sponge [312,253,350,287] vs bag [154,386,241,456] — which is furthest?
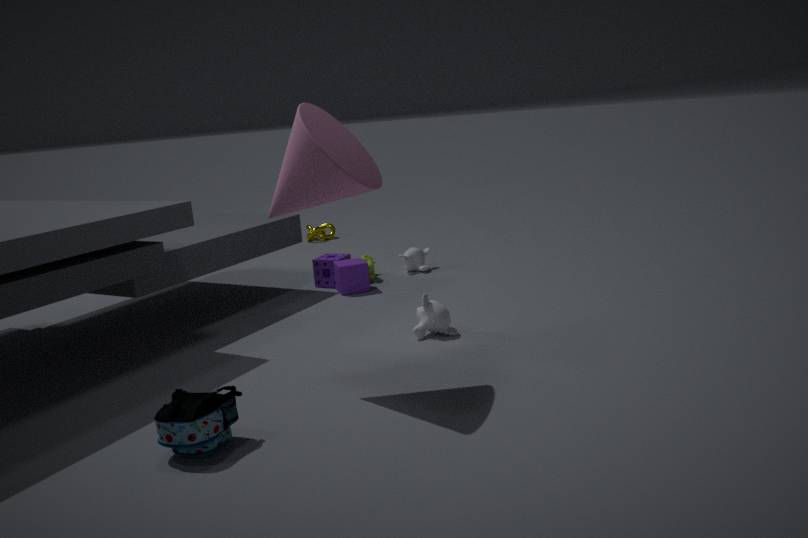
sponge [312,253,350,287]
